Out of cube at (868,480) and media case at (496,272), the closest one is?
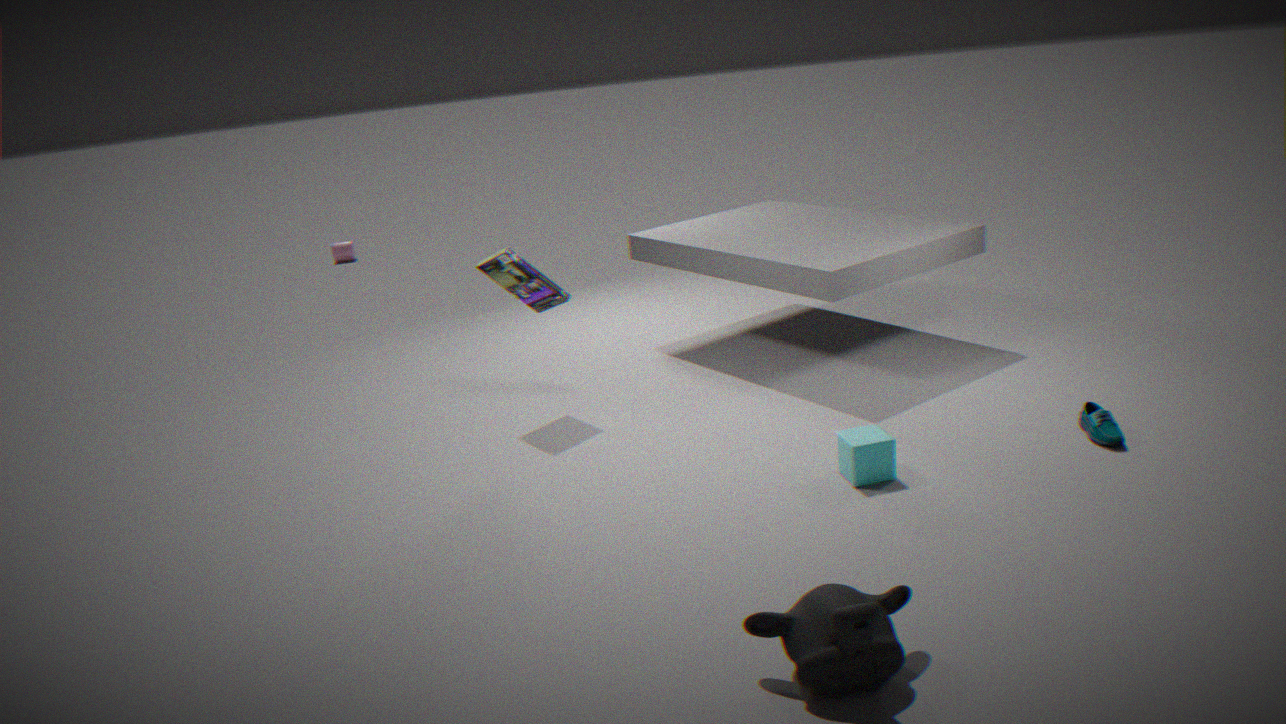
cube at (868,480)
